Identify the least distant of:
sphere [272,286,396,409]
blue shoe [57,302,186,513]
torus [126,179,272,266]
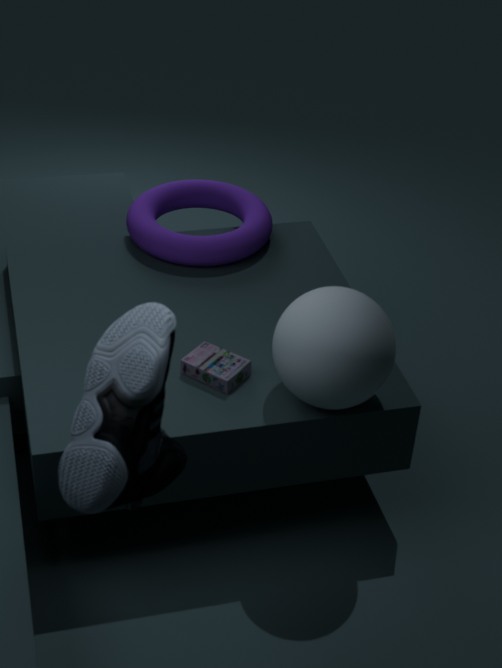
blue shoe [57,302,186,513]
